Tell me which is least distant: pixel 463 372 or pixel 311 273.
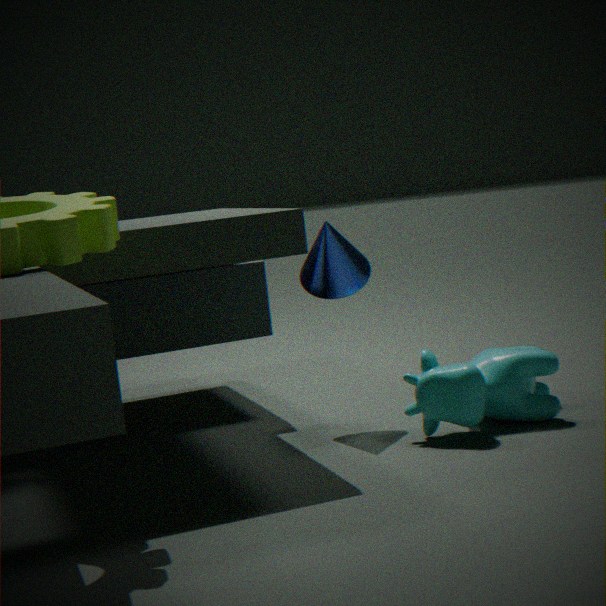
pixel 463 372
